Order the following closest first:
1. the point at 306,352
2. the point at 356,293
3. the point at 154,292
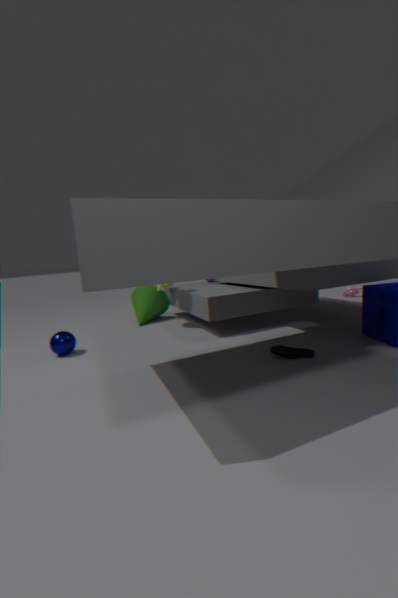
the point at 306,352
the point at 154,292
the point at 356,293
